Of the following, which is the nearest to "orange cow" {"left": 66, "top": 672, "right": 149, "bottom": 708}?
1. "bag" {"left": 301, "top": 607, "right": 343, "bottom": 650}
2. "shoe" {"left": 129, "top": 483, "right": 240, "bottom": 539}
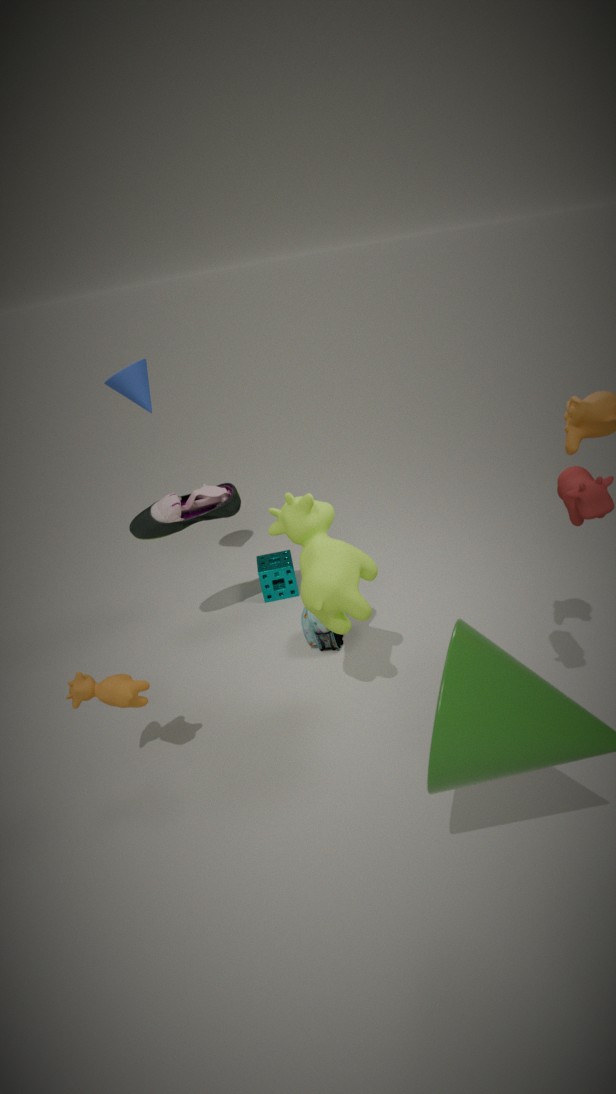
"shoe" {"left": 129, "top": 483, "right": 240, "bottom": 539}
